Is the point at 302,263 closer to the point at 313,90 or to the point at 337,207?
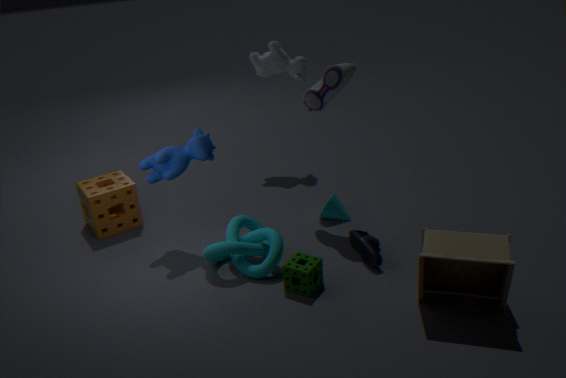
the point at 337,207
